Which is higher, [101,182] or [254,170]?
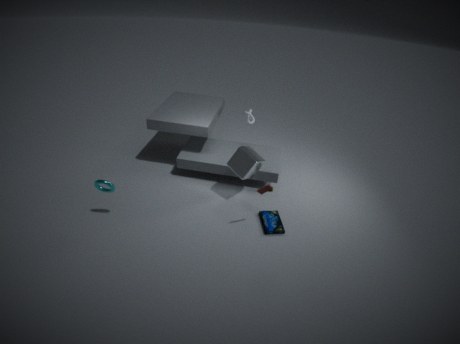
[254,170]
